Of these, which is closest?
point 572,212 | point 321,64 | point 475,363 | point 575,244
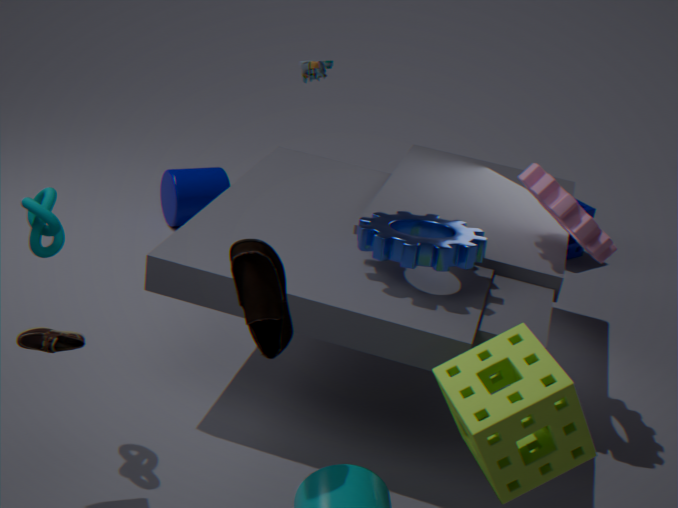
point 475,363
